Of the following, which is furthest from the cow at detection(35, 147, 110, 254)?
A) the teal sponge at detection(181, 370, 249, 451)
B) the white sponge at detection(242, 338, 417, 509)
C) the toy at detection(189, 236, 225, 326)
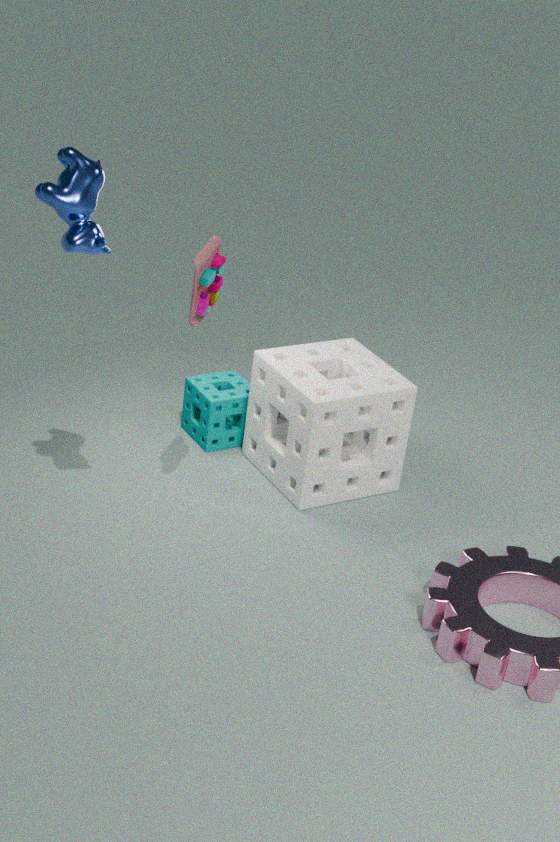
the teal sponge at detection(181, 370, 249, 451)
